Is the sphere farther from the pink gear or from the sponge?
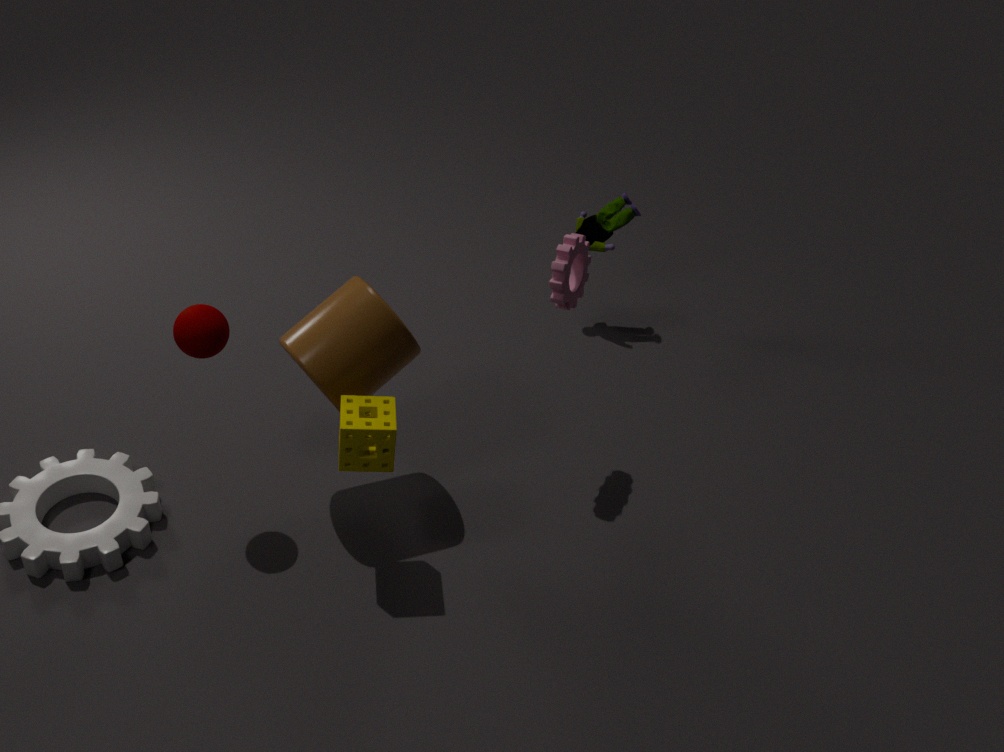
→ the pink gear
